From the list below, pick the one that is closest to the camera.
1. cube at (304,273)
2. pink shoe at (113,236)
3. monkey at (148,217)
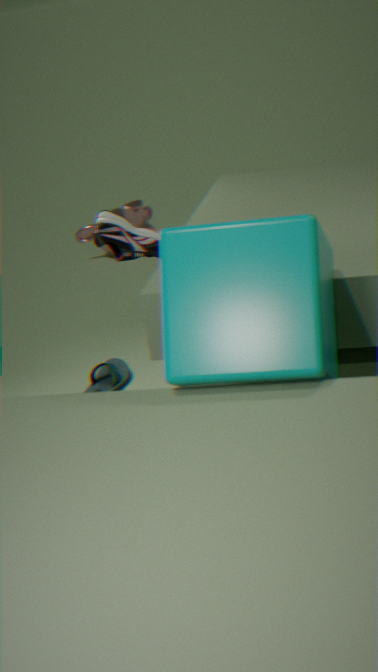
cube at (304,273)
